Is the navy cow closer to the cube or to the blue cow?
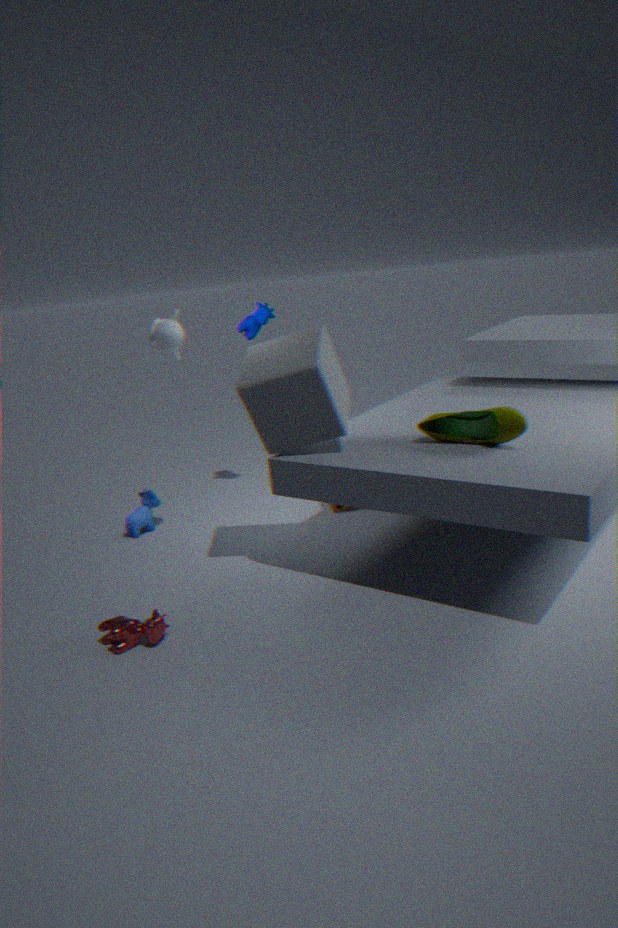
the cube
